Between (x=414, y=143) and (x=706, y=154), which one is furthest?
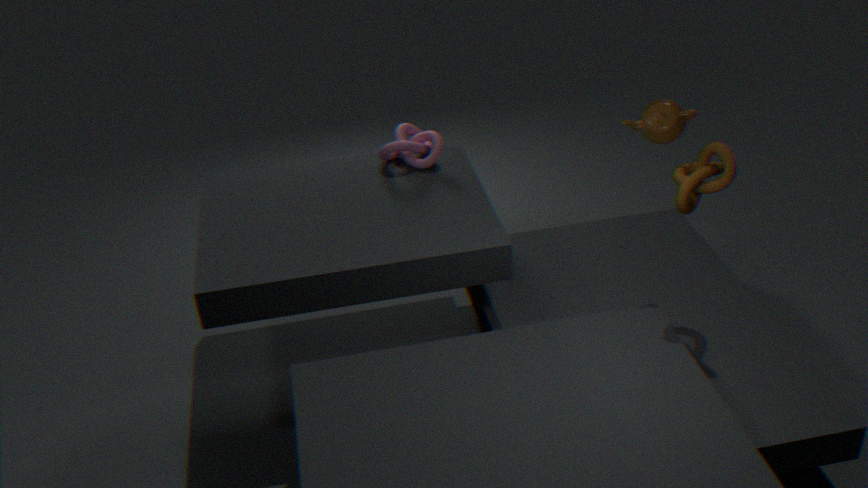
(x=414, y=143)
